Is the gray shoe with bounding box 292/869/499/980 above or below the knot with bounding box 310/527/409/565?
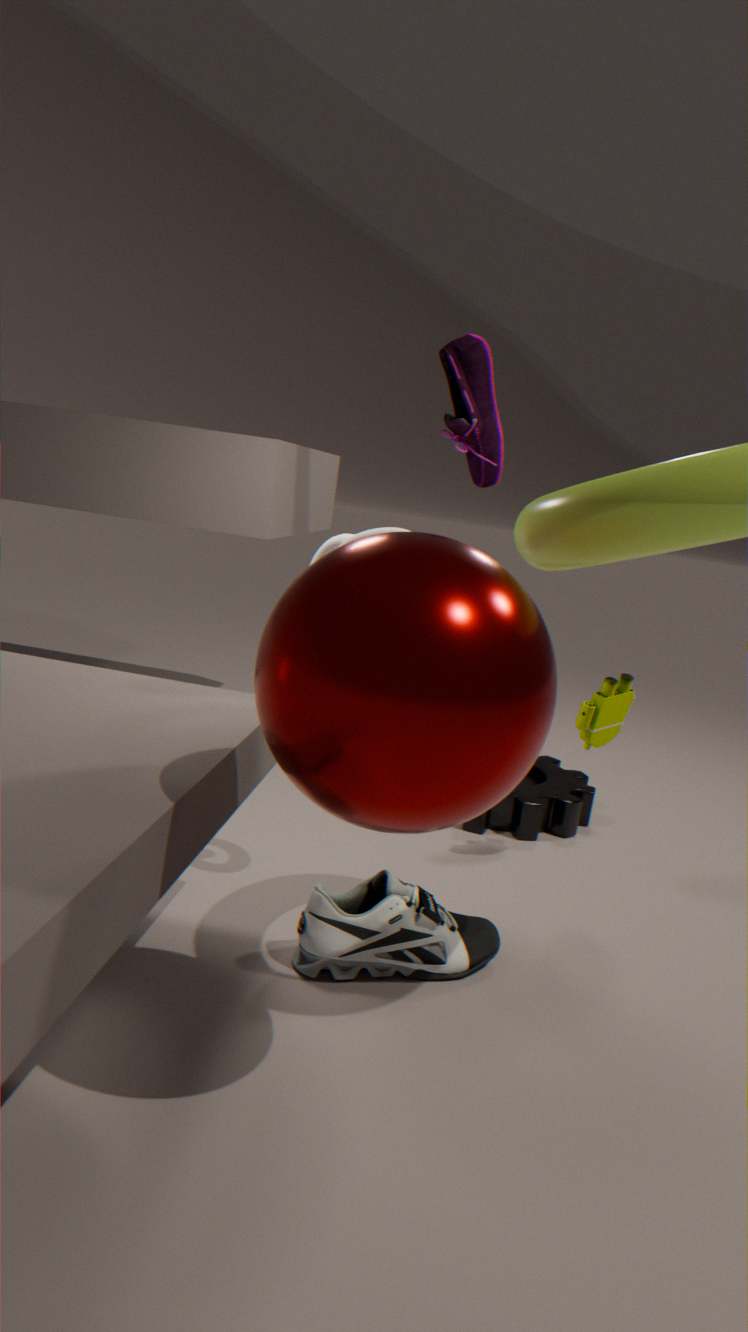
below
